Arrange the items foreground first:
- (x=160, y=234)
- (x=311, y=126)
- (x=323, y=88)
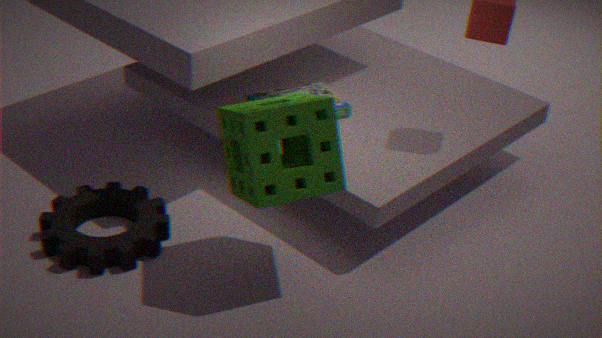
(x=311, y=126), (x=160, y=234), (x=323, y=88)
